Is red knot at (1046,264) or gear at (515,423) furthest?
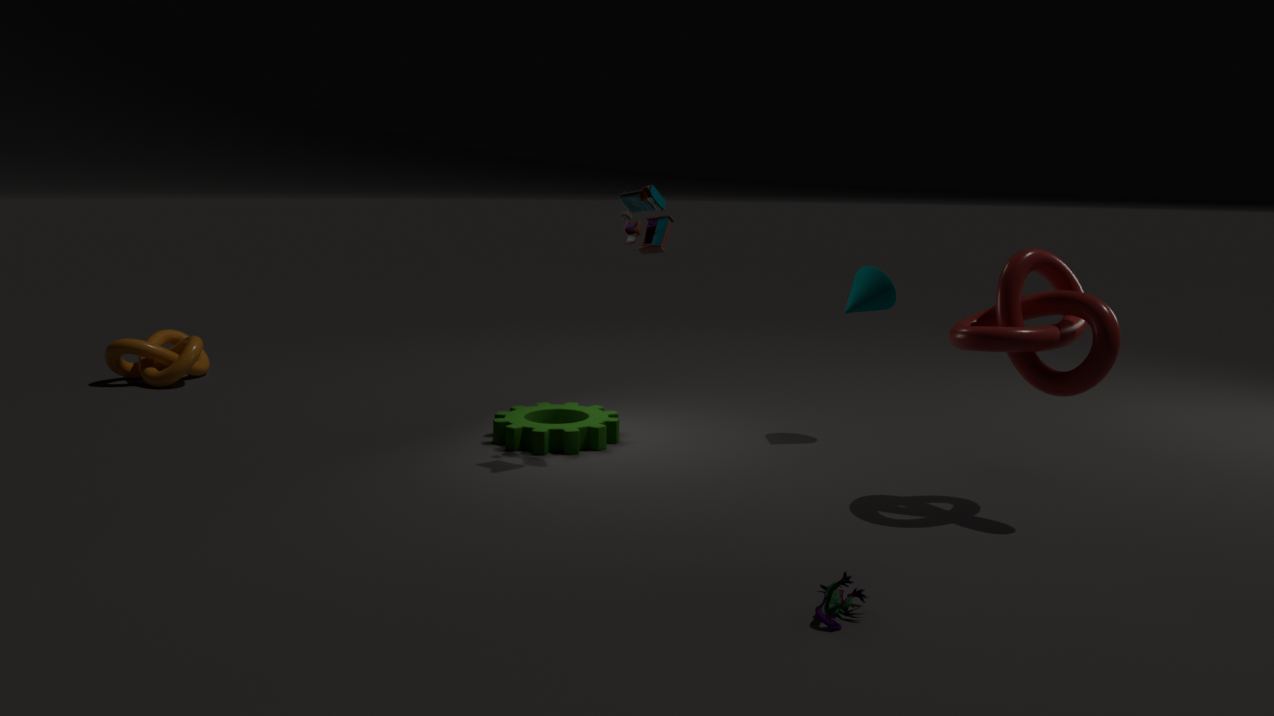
gear at (515,423)
